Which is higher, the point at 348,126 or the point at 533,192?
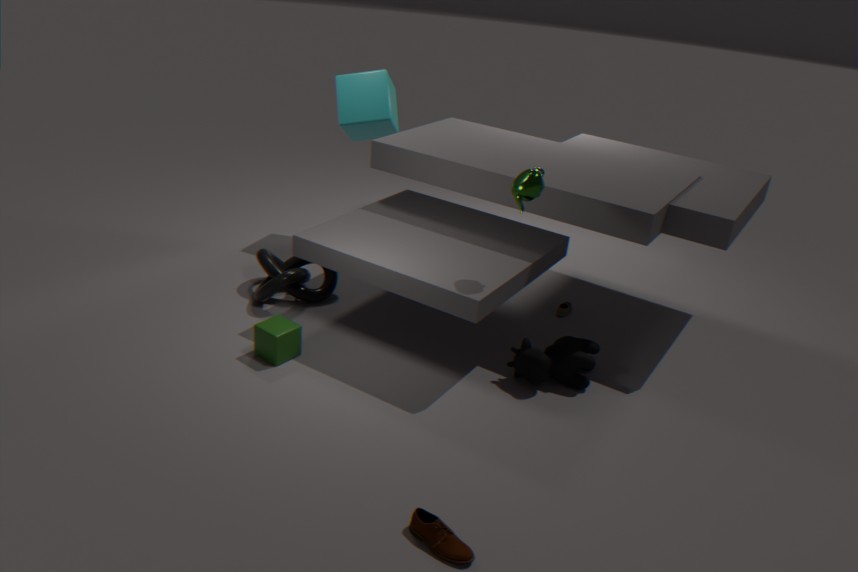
the point at 533,192
